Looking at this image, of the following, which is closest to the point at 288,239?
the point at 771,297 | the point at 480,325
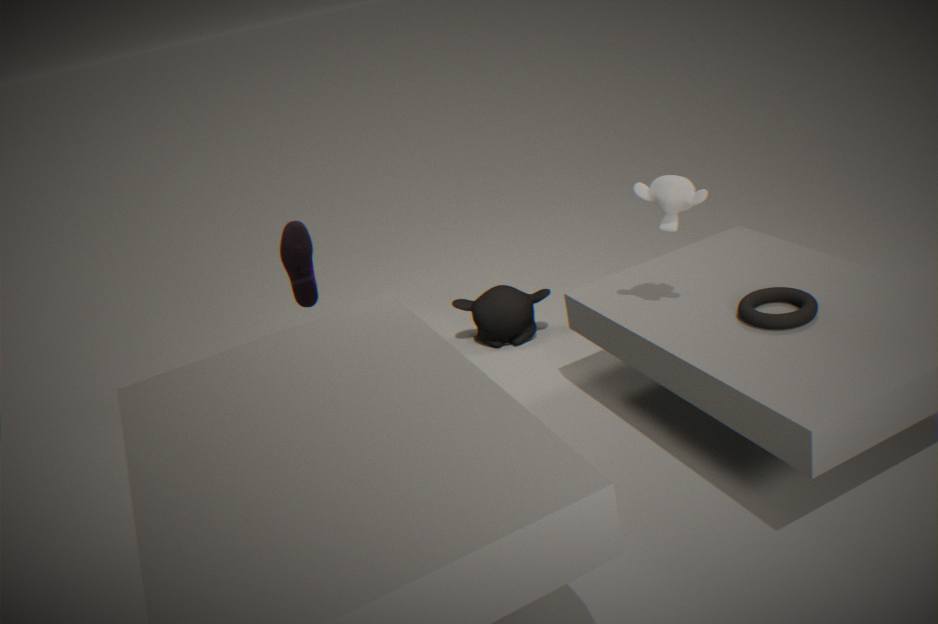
the point at 480,325
